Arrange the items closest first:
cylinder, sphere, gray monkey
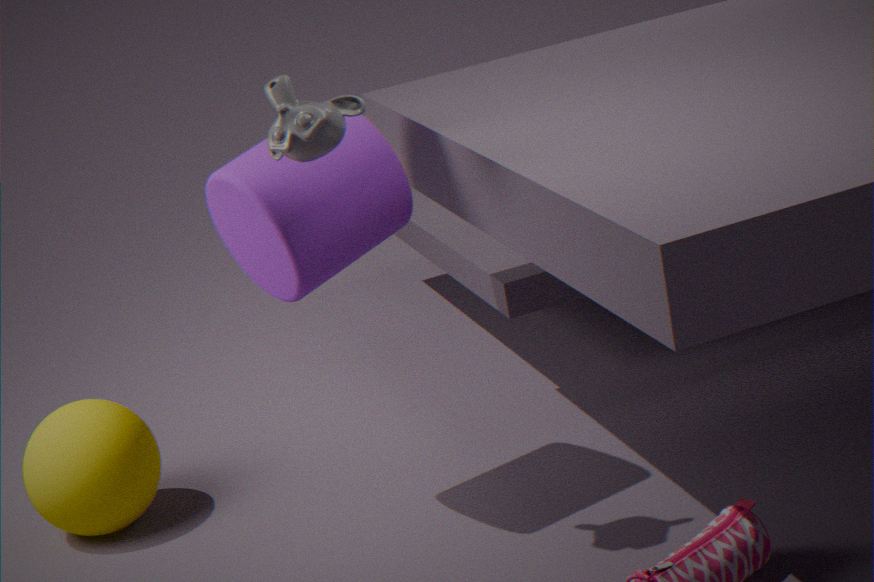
gray monkey < cylinder < sphere
